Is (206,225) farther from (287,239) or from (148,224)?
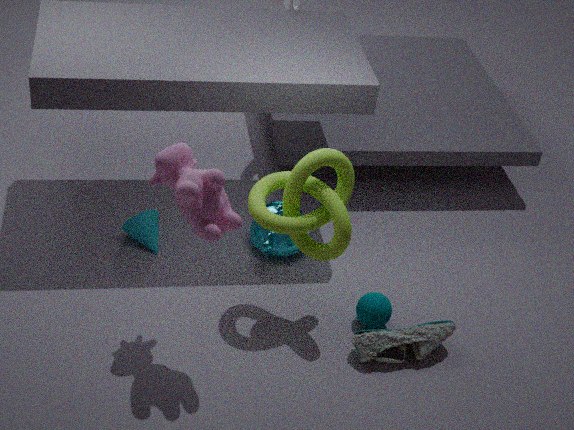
(287,239)
